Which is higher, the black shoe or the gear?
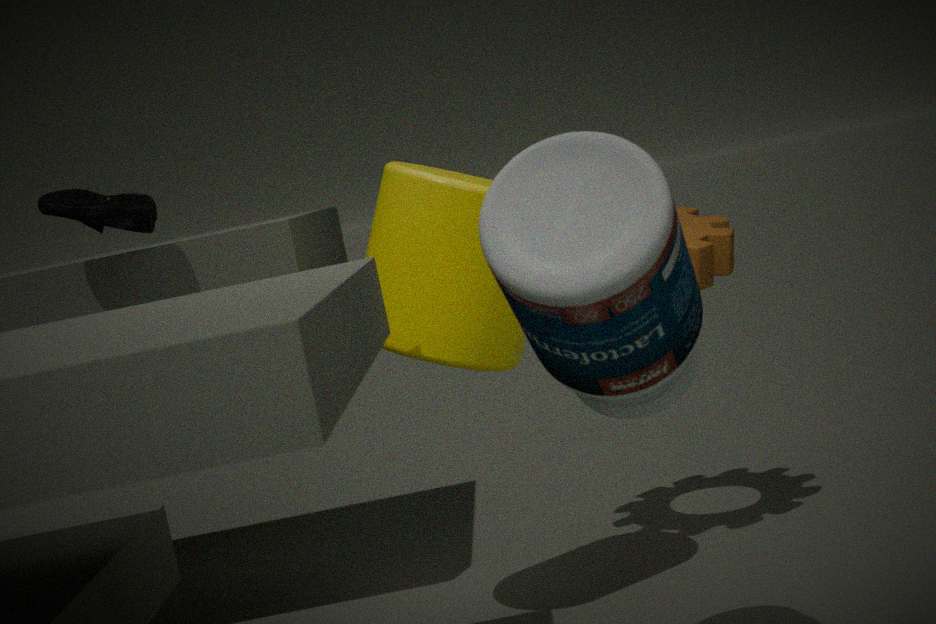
the black shoe
